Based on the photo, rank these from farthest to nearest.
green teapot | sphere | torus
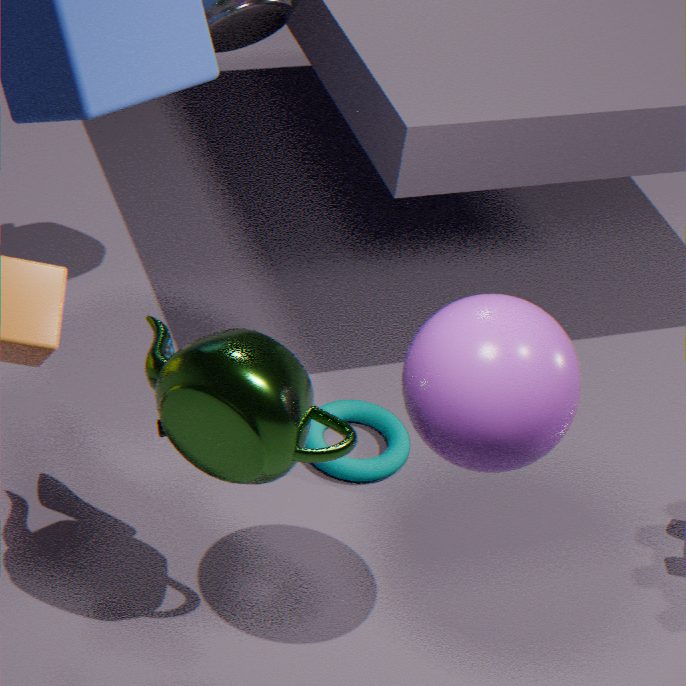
torus, green teapot, sphere
